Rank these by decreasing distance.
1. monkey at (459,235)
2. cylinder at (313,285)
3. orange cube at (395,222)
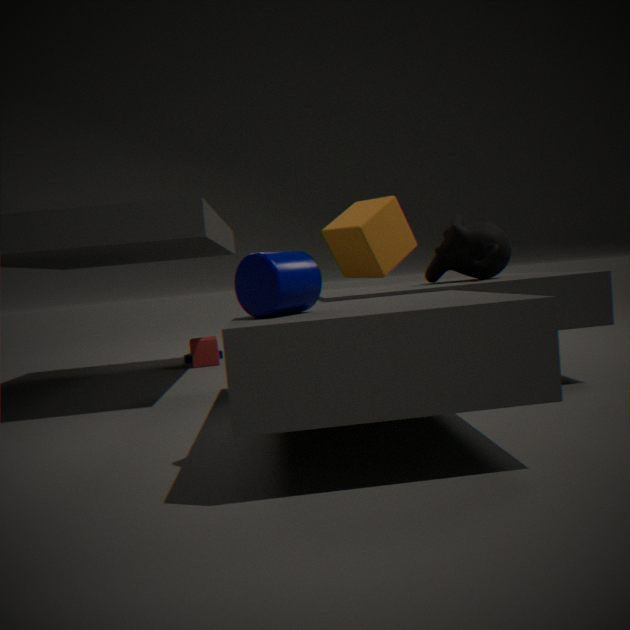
orange cube at (395,222) → monkey at (459,235) → cylinder at (313,285)
